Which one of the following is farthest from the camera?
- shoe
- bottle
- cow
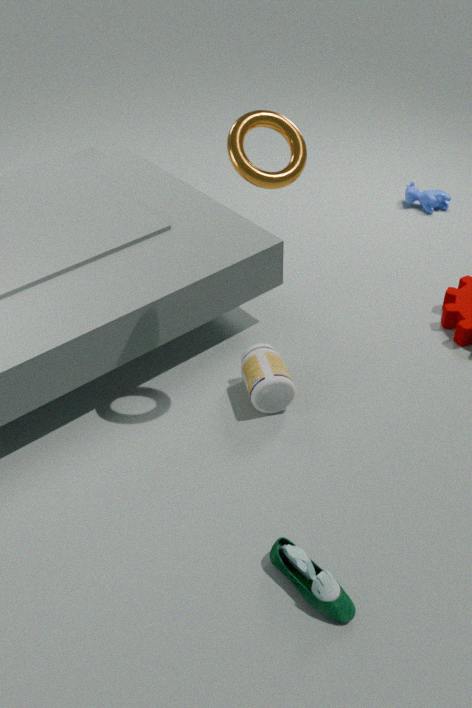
cow
